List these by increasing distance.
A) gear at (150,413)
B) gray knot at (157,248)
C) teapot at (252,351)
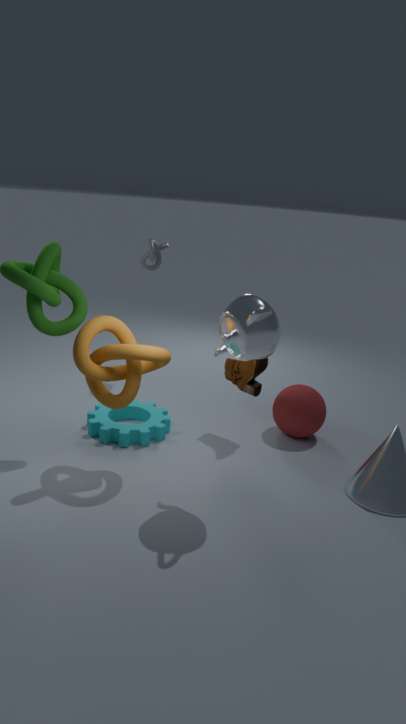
teapot at (252,351)
gear at (150,413)
gray knot at (157,248)
